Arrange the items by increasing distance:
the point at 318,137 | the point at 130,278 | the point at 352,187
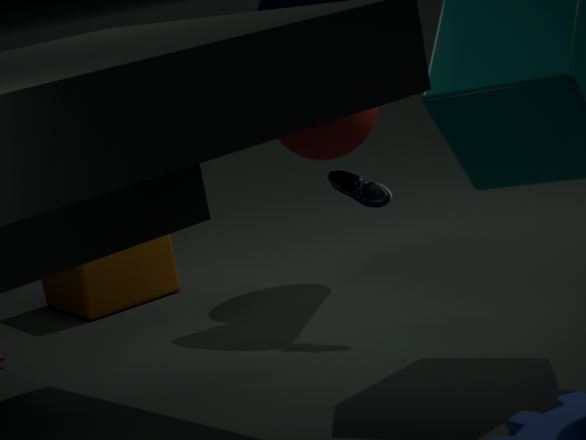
the point at 352,187
the point at 318,137
the point at 130,278
